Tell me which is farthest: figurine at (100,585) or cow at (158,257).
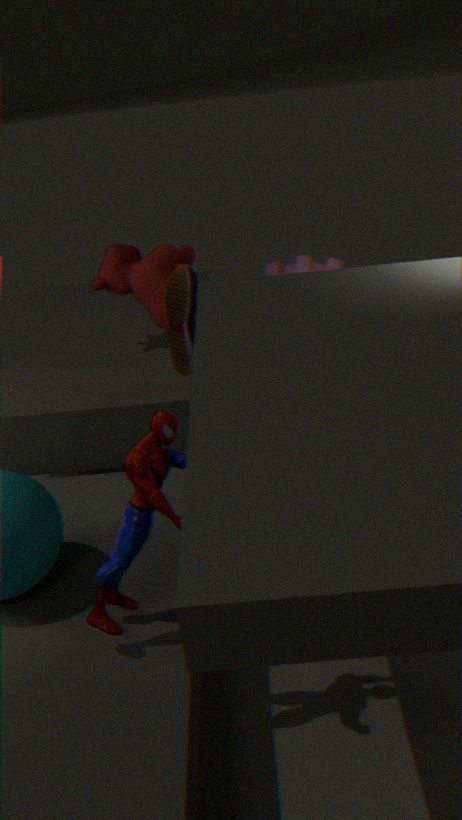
cow at (158,257)
